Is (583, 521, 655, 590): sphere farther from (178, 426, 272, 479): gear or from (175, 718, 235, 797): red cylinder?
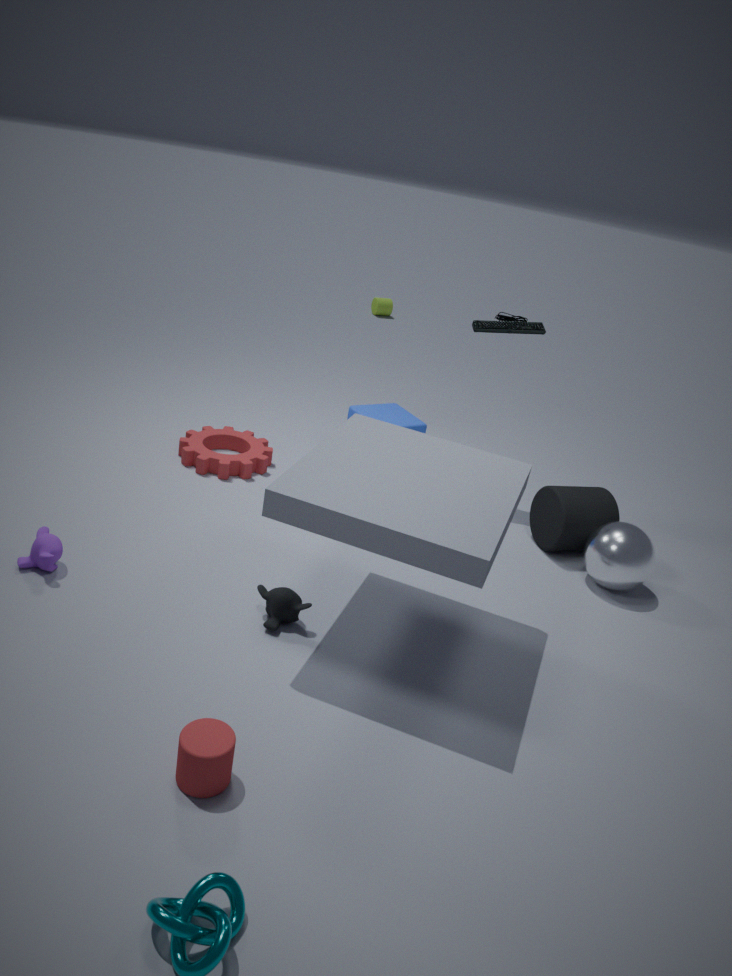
(175, 718, 235, 797): red cylinder
